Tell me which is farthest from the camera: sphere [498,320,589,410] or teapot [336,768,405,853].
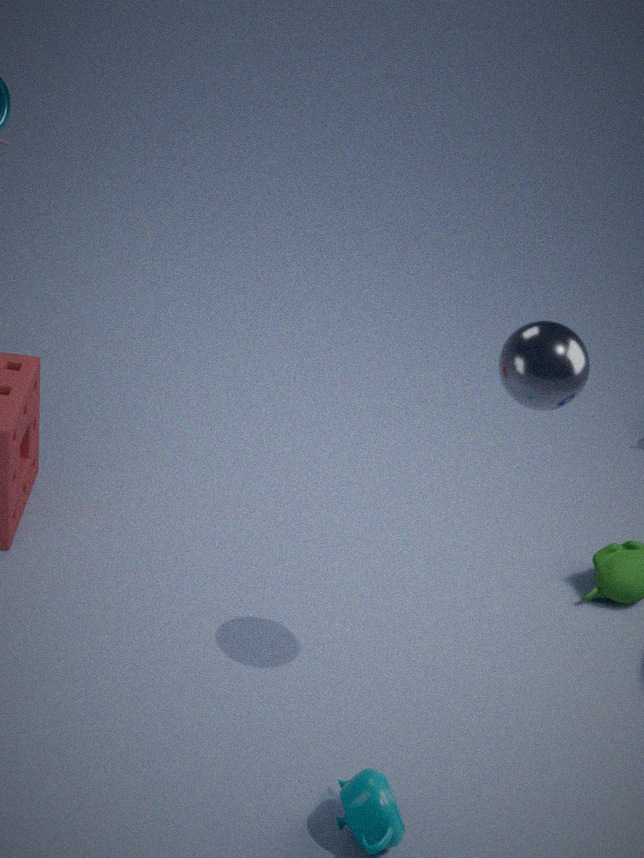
teapot [336,768,405,853]
